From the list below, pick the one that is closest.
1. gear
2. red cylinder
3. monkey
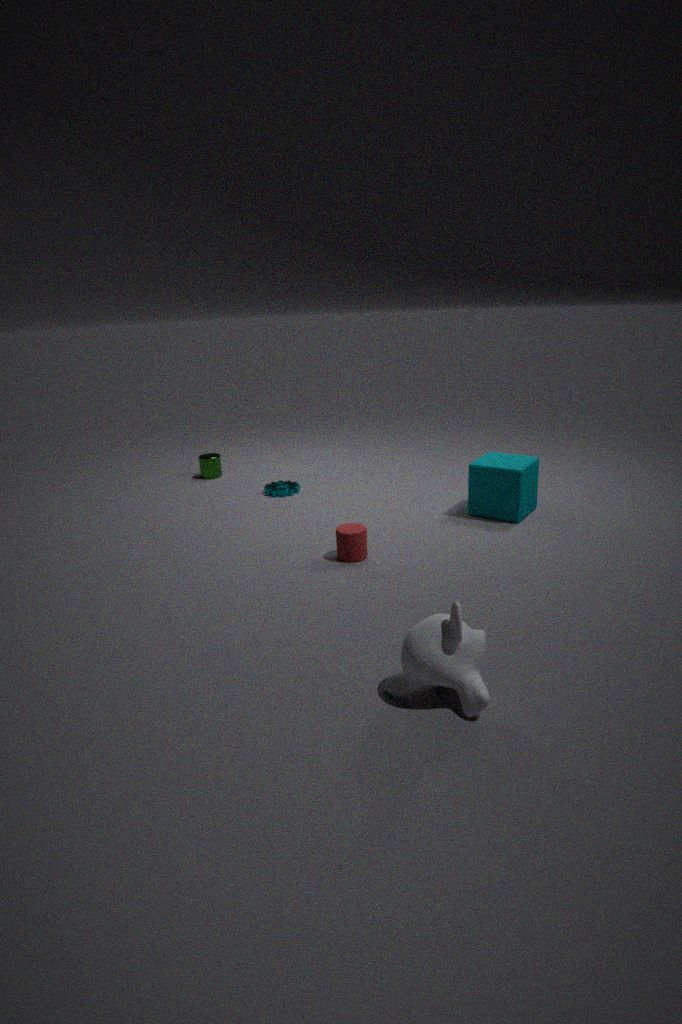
monkey
